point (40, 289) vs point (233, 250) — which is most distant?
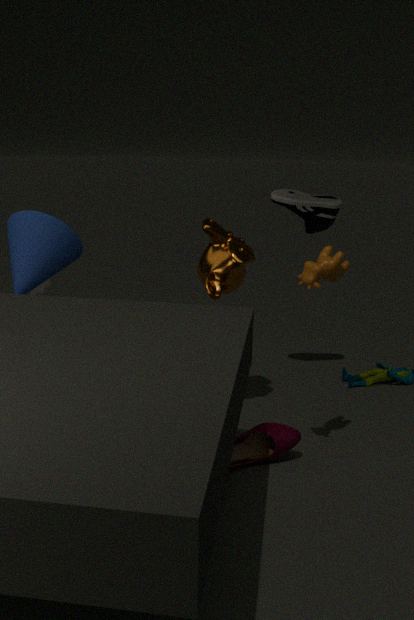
point (40, 289)
